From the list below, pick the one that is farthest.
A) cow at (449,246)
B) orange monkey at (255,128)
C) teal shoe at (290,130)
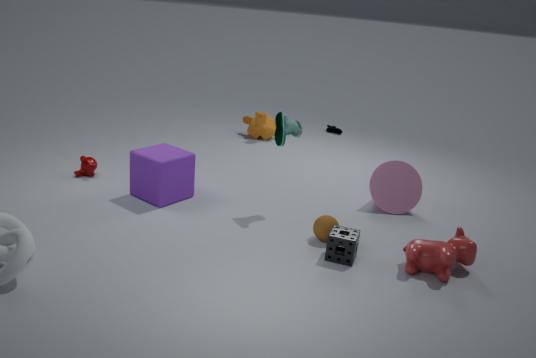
orange monkey at (255,128)
